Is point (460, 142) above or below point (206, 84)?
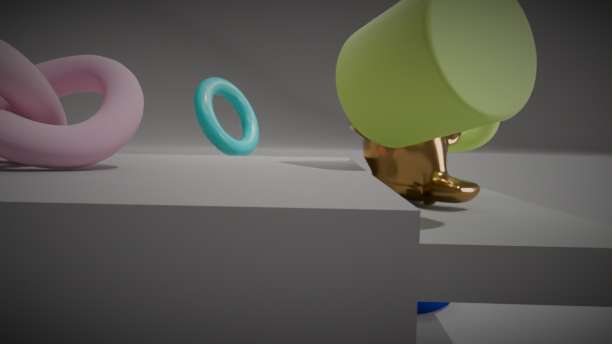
below
